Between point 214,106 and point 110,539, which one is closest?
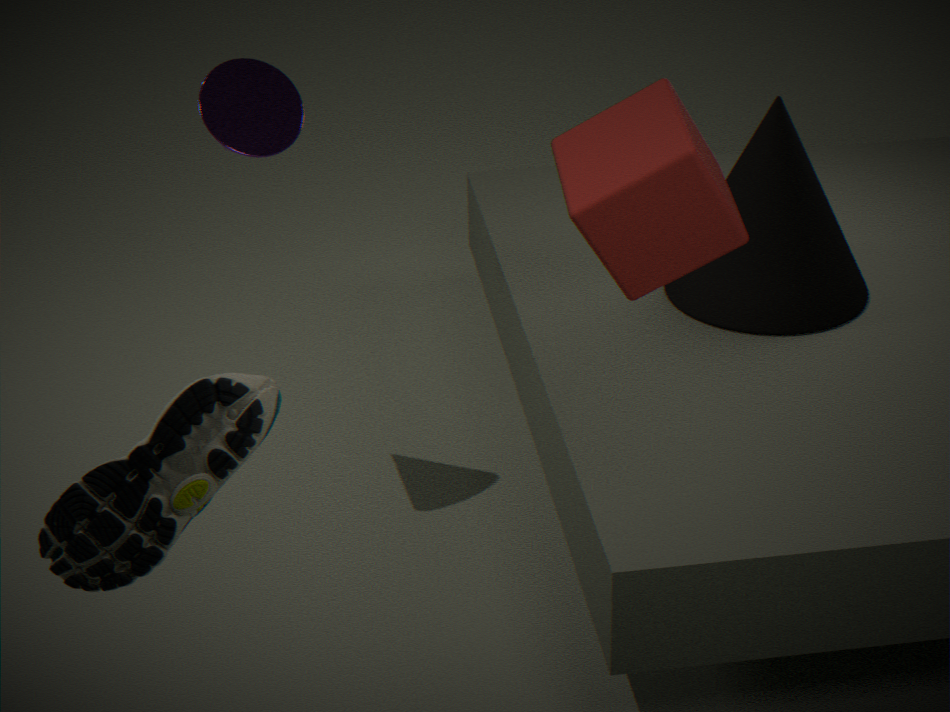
point 110,539
